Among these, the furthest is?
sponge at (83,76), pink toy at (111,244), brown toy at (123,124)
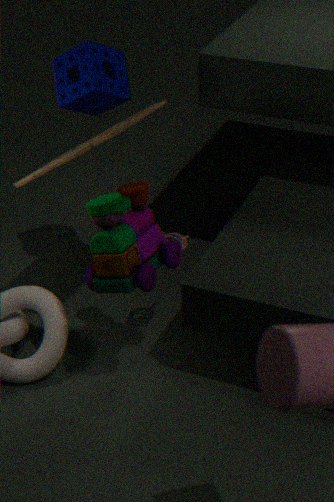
sponge at (83,76)
